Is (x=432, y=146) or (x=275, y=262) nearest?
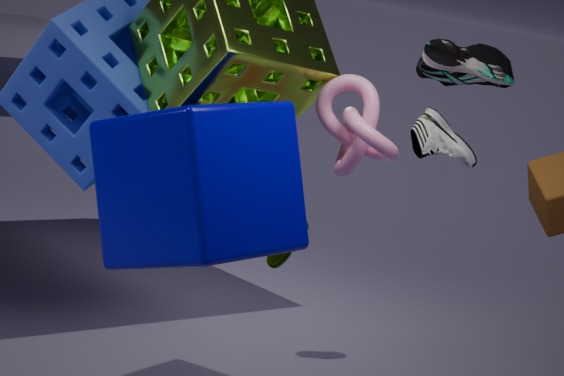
(x=432, y=146)
